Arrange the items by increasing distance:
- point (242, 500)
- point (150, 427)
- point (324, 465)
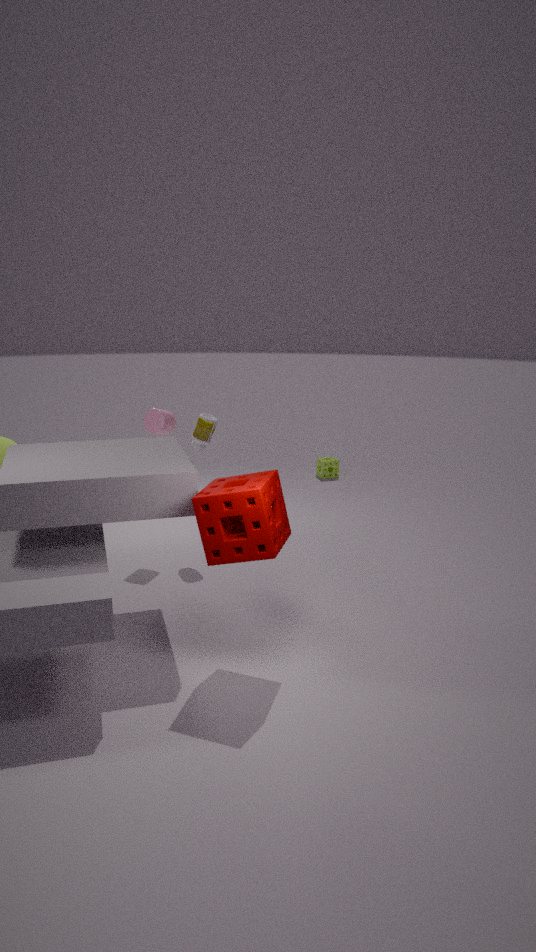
point (242, 500), point (150, 427), point (324, 465)
